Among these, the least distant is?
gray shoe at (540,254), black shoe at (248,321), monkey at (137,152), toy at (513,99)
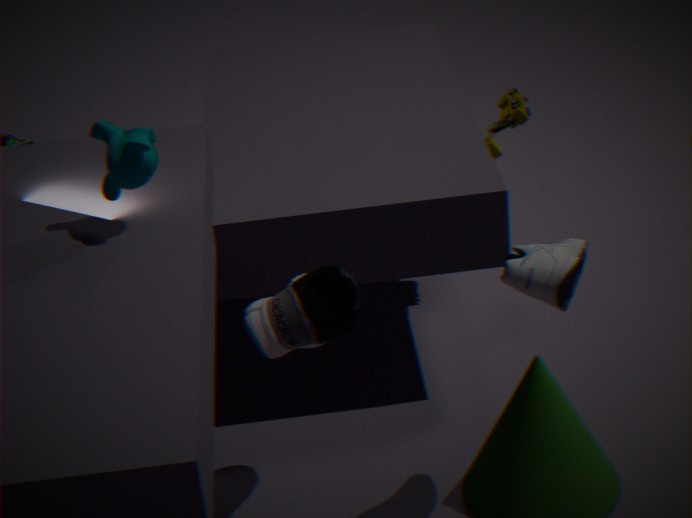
gray shoe at (540,254)
